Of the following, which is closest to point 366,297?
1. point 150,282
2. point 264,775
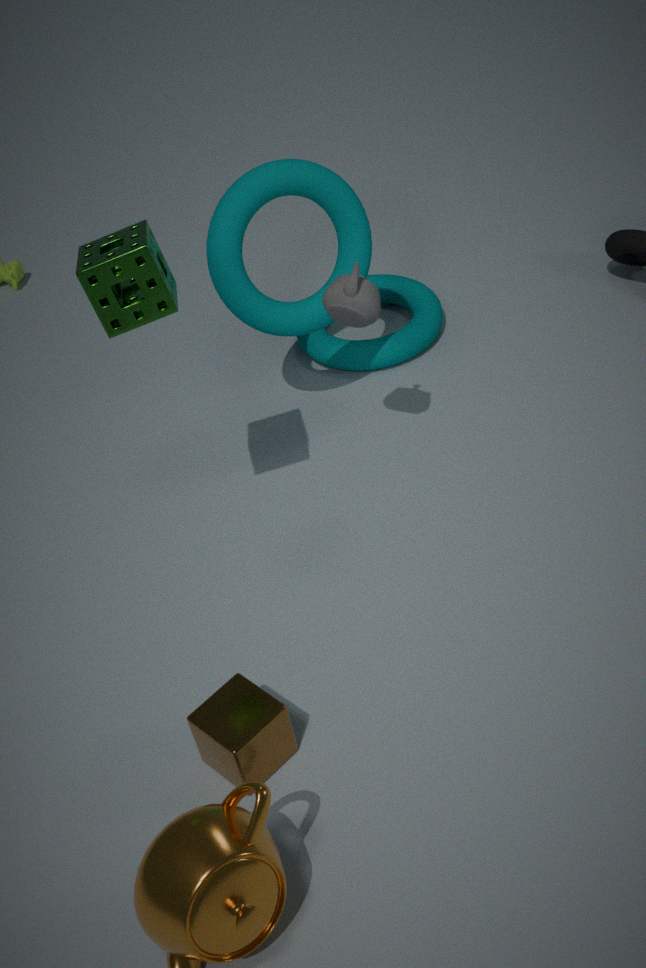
point 150,282
